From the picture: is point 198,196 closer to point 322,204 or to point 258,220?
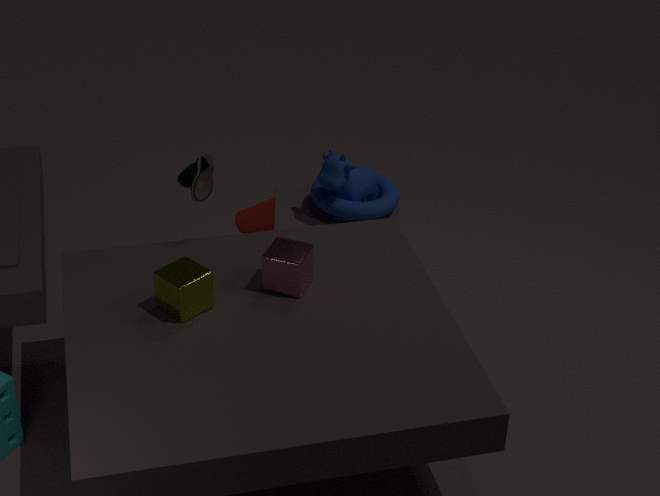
point 258,220
